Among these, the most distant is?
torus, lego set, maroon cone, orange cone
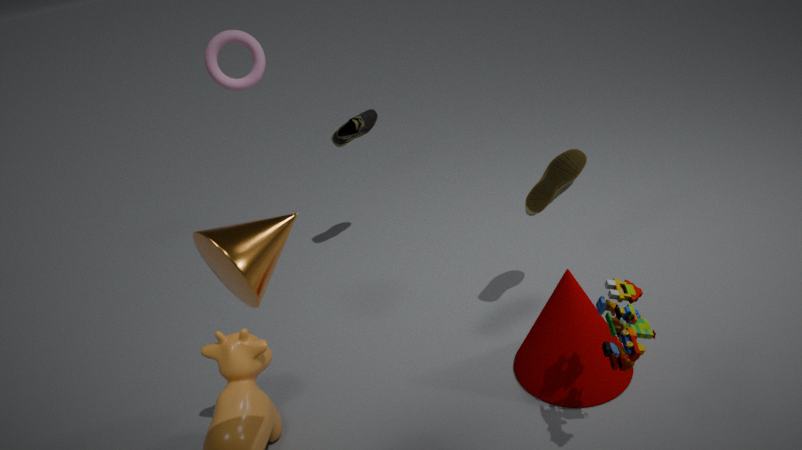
torus
